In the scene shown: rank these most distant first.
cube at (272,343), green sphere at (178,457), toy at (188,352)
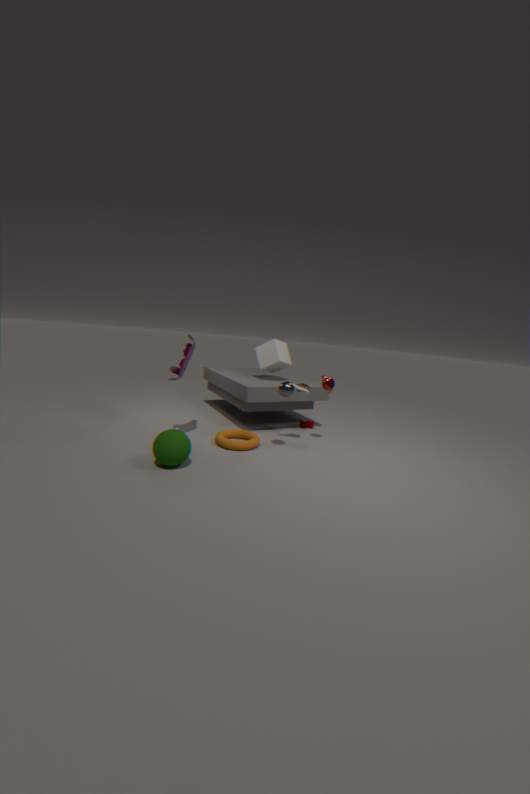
cube at (272,343), toy at (188,352), green sphere at (178,457)
